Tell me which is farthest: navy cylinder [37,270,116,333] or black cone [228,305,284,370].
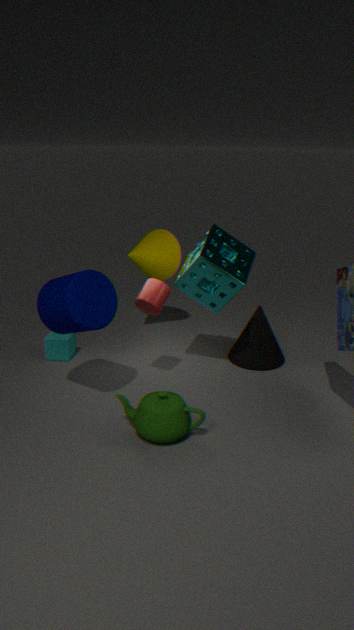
black cone [228,305,284,370]
